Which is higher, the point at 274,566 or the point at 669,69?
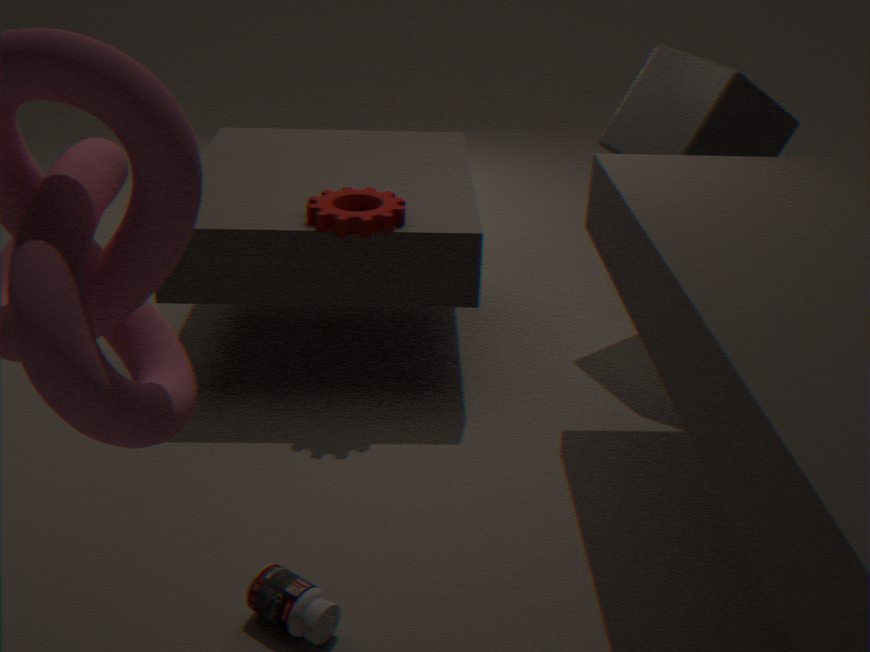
the point at 669,69
